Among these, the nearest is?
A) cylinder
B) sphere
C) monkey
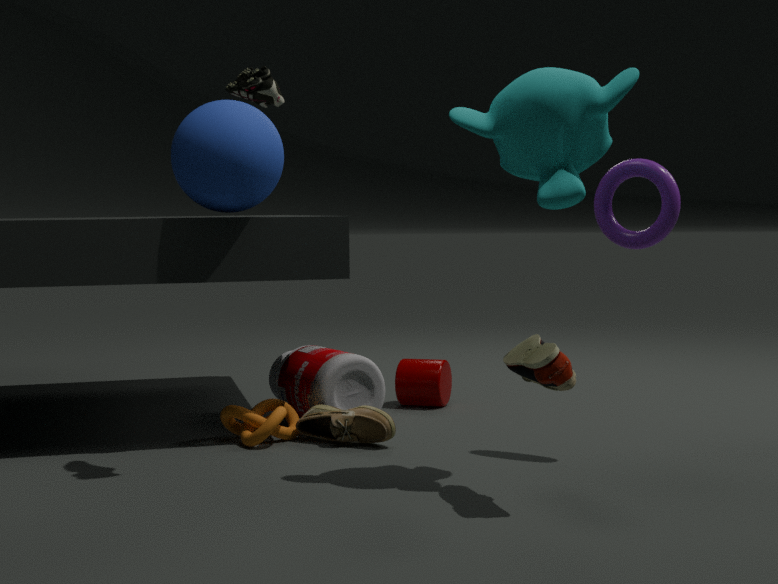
monkey
